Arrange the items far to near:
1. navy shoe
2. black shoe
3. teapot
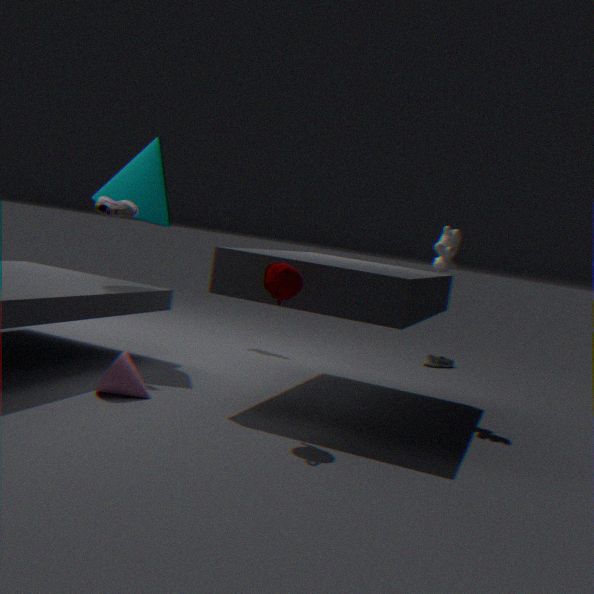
black shoe → navy shoe → teapot
